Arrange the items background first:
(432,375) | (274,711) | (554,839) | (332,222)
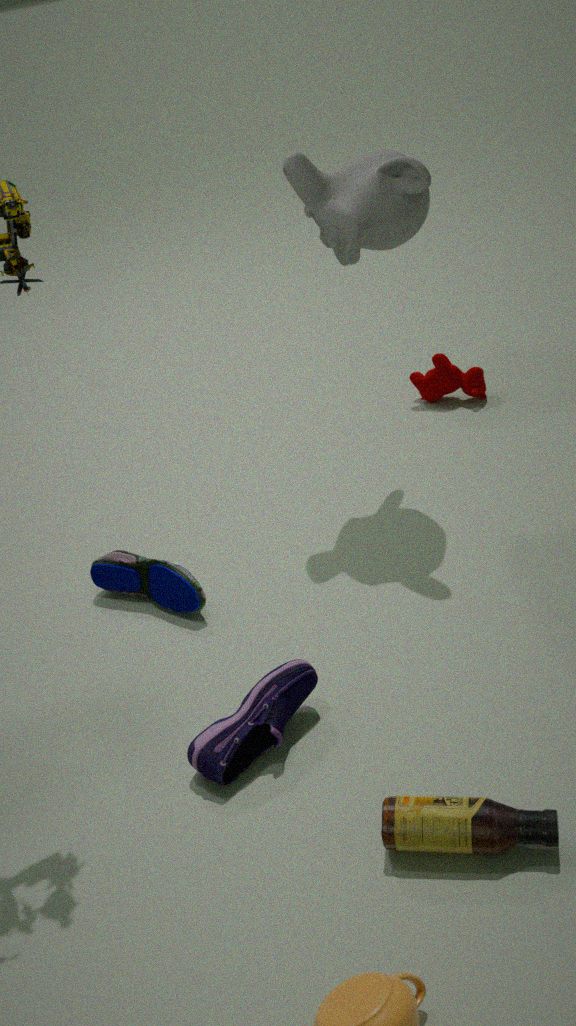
(432,375), (332,222), (274,711), (554,839)
